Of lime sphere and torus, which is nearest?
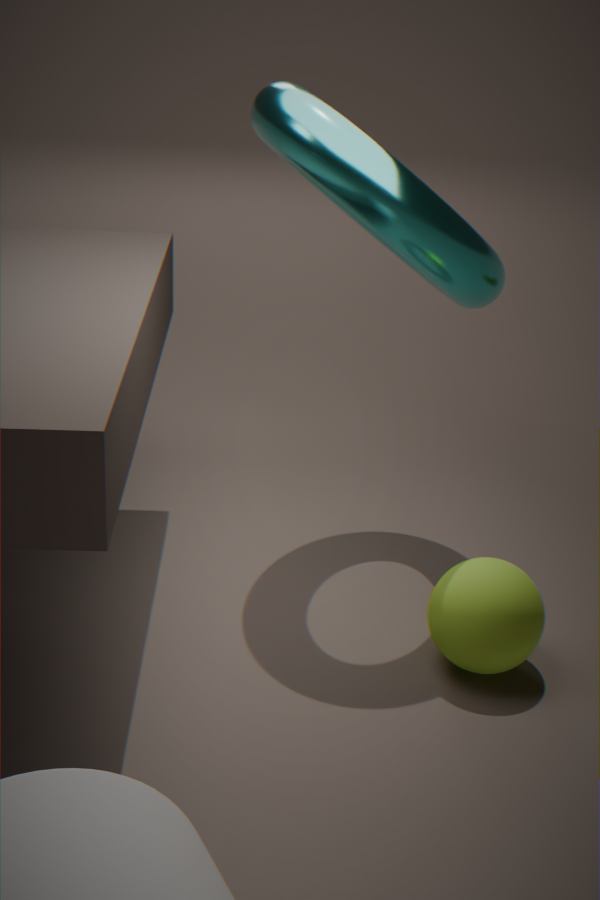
lime sphere
